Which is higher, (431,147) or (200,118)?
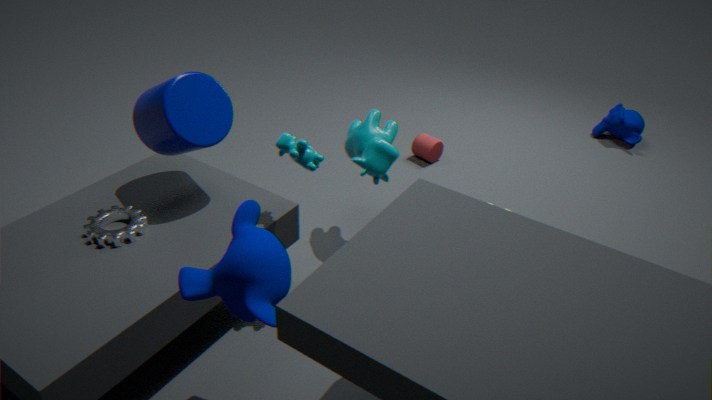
(200,118)
